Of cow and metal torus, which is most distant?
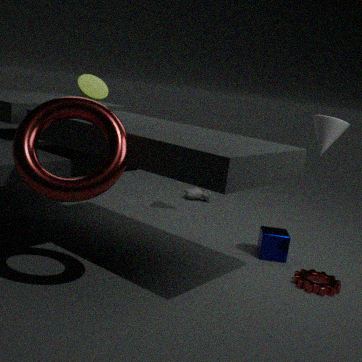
cow
